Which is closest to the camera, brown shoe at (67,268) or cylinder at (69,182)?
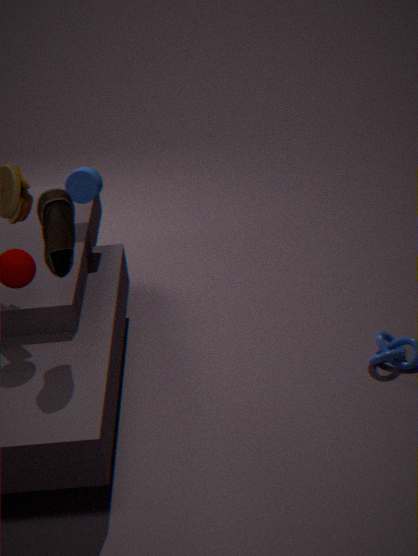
brown shoe at (67,268)
